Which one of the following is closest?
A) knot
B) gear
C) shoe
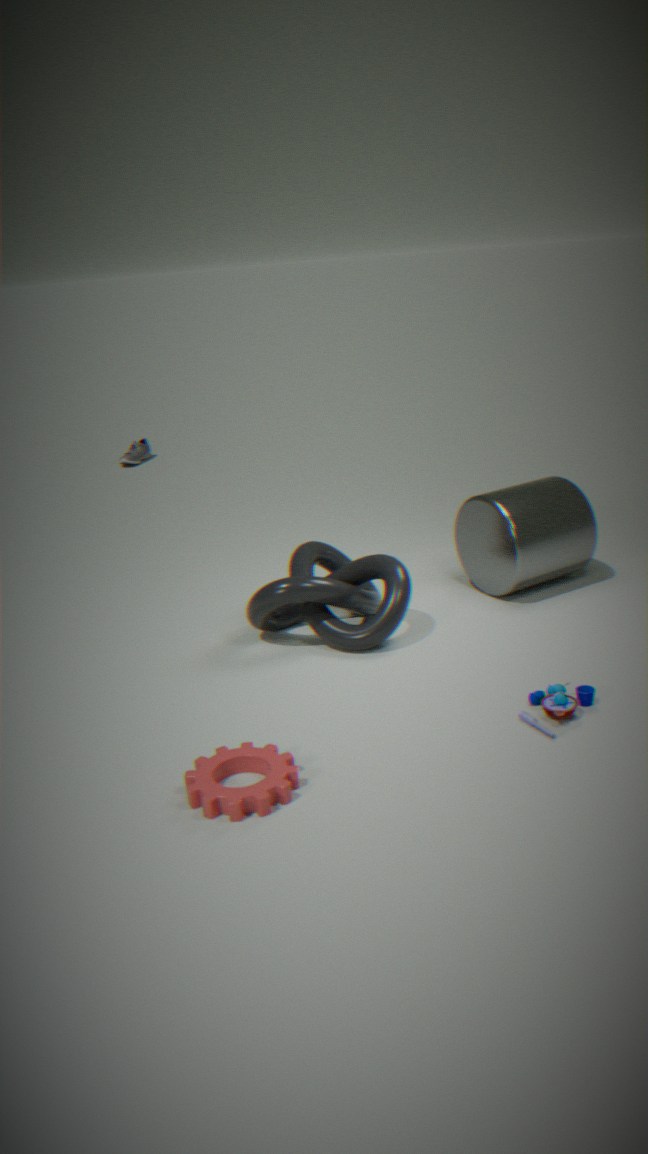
gear
